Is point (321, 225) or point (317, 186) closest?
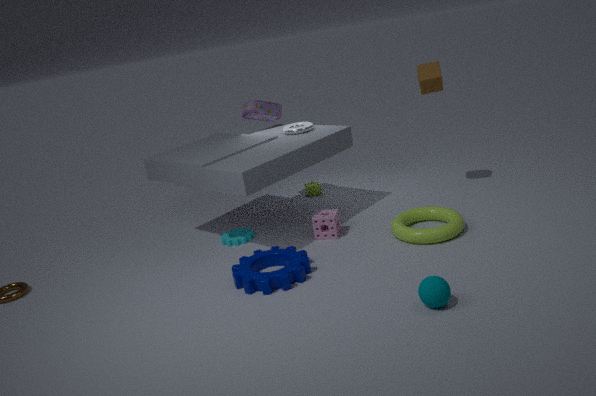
point (321, 225)
